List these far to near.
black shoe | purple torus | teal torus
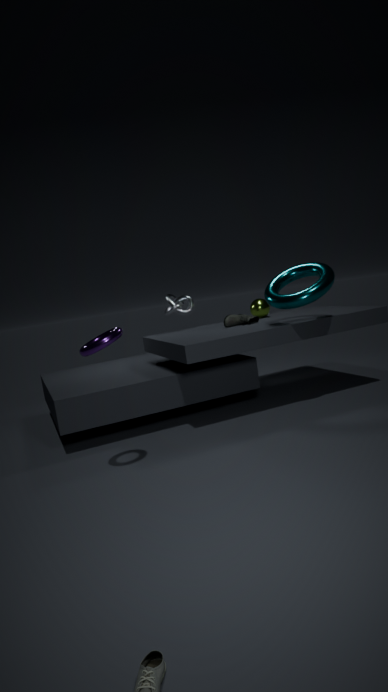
black shoe, teal torus, purple torus
